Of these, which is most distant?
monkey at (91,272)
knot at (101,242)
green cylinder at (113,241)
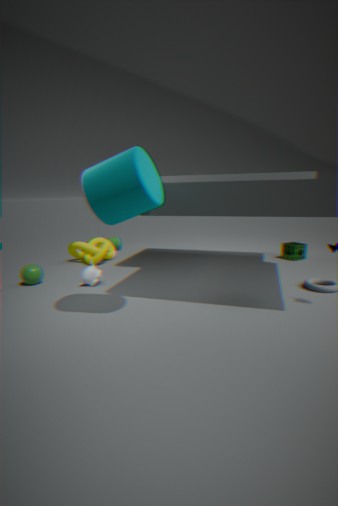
green cylinder at (113,241)
